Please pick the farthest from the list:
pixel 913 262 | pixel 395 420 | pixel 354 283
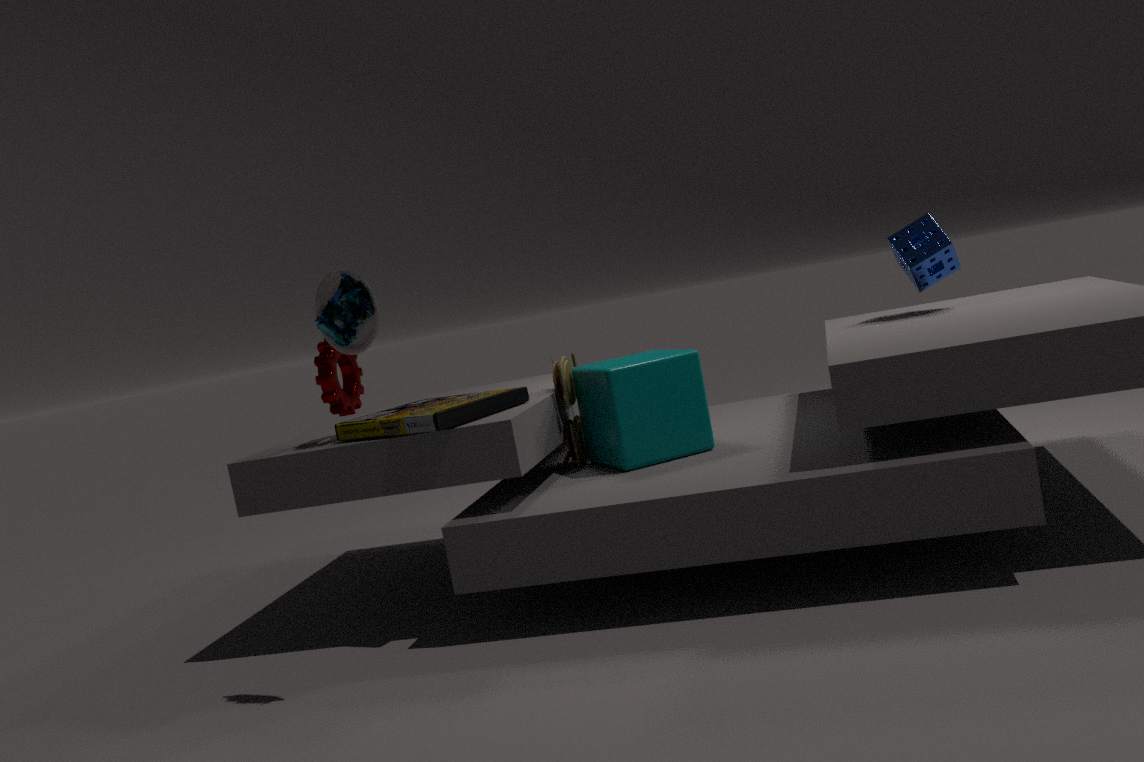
pixel 913 262
